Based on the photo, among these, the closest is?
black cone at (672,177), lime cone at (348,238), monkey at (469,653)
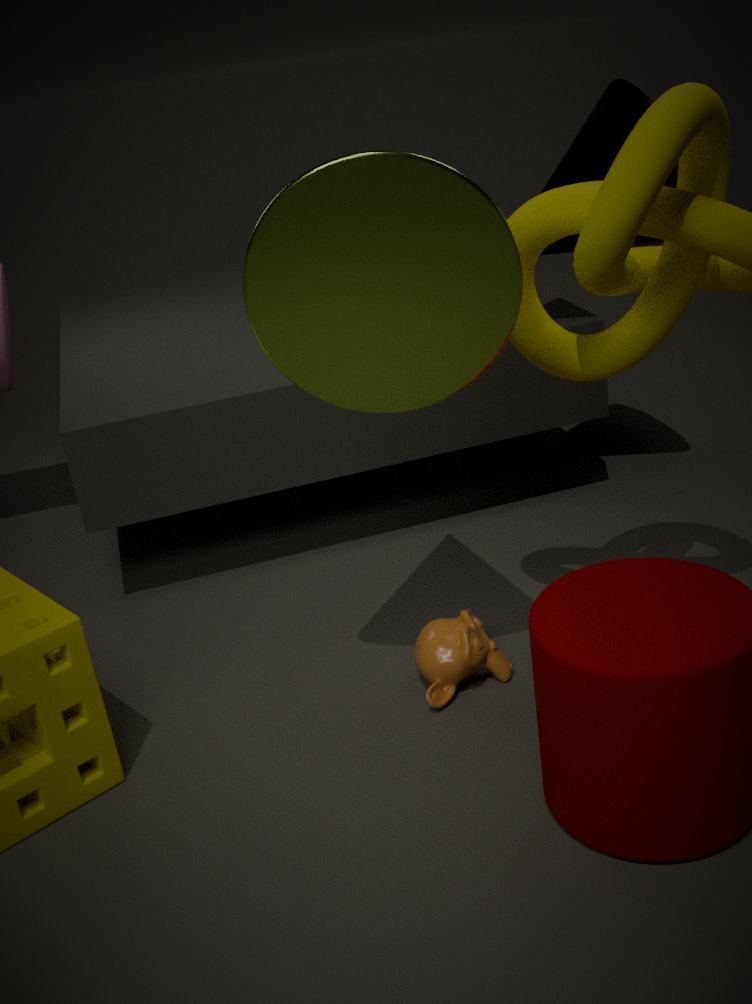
lime cone at (348,238)
